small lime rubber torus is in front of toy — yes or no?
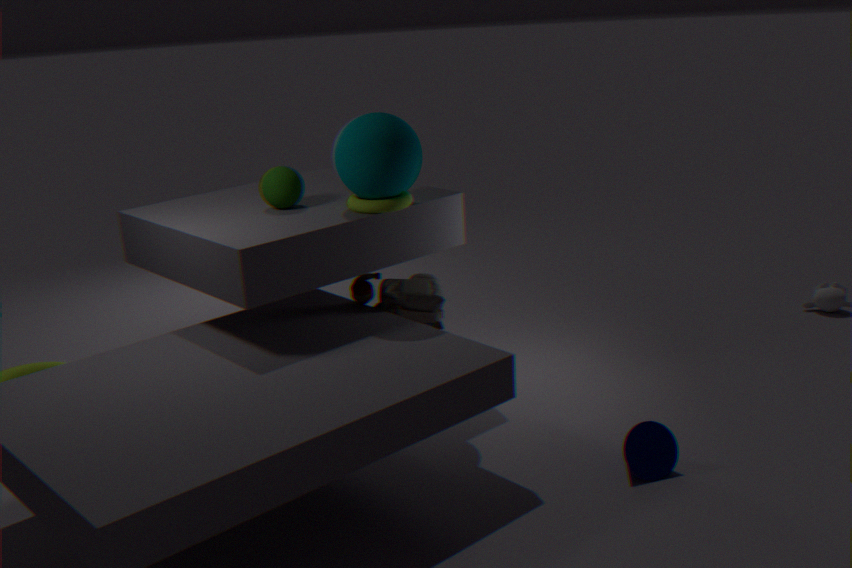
Yes
